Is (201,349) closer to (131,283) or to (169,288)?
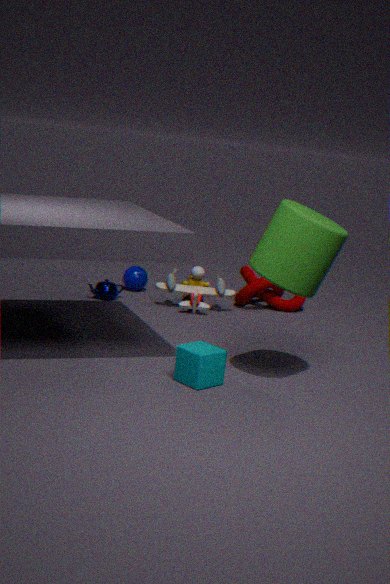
(169,288)
